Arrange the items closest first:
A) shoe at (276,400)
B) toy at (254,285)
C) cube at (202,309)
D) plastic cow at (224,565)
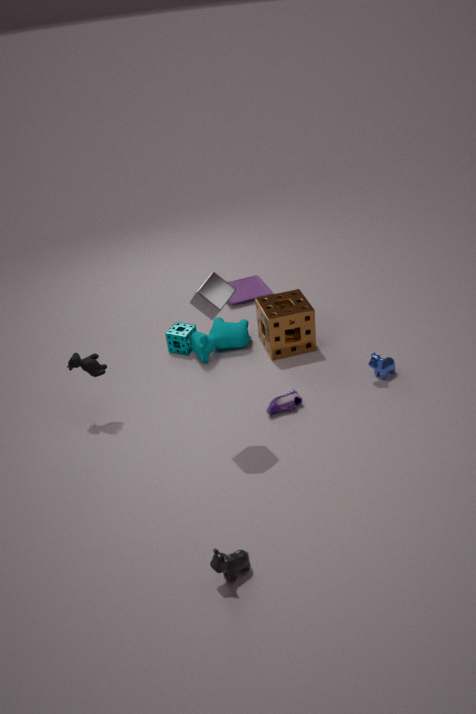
1. plastic cow at (224,565)
2. cube at (202,309)
3. shoe at (276,400)
4. toy at (254,285)
